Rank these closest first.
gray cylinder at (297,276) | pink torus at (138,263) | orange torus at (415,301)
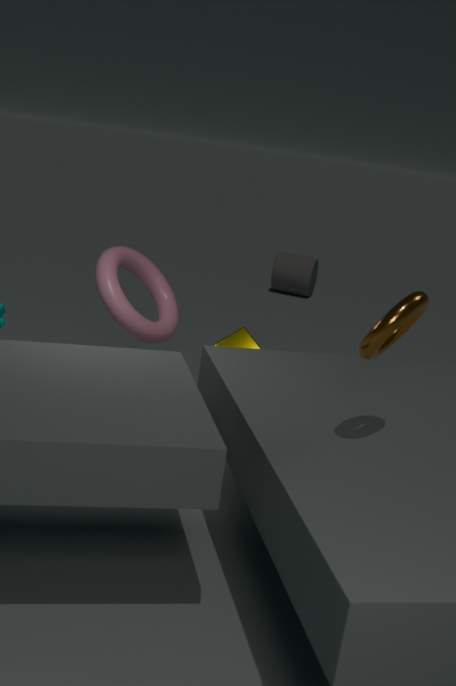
orange torus at (415,301) < pink torus at (138,263) < gray cylinder at (297,276)
